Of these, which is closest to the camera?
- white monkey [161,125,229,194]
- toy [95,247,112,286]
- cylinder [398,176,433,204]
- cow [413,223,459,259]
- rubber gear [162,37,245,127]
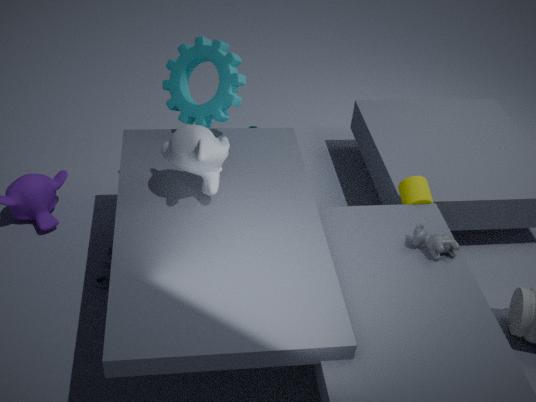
white monkey [161,125,229,194]
